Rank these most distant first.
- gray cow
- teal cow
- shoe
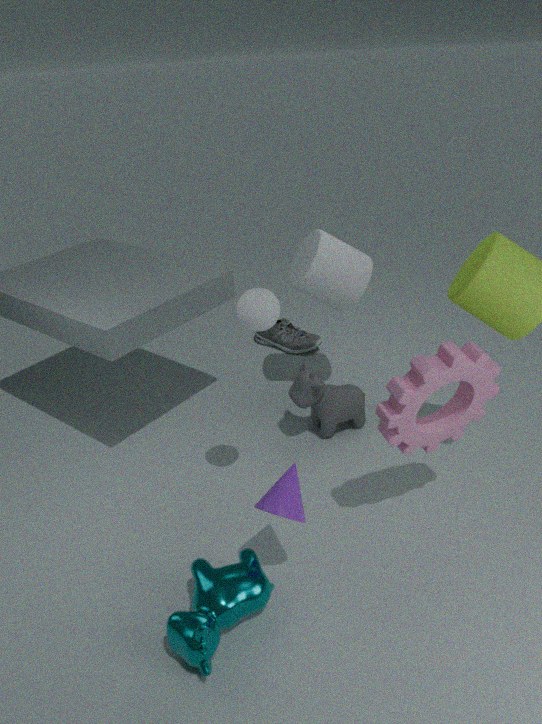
shoe → gray cow → teal cow
